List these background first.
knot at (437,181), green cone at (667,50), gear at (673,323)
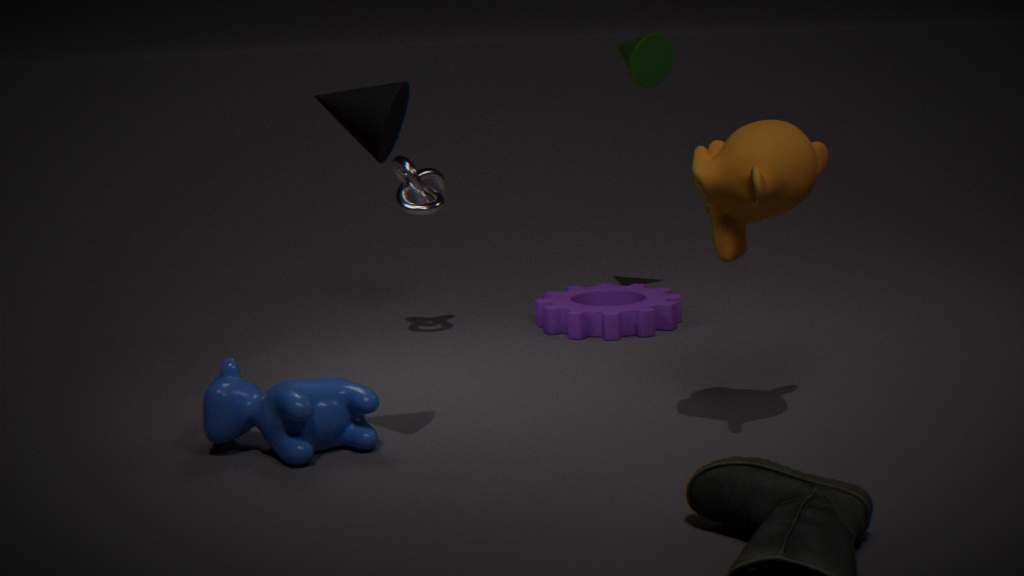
green cone at (667,50)
gear at (673,323)
knot at (437,181)
